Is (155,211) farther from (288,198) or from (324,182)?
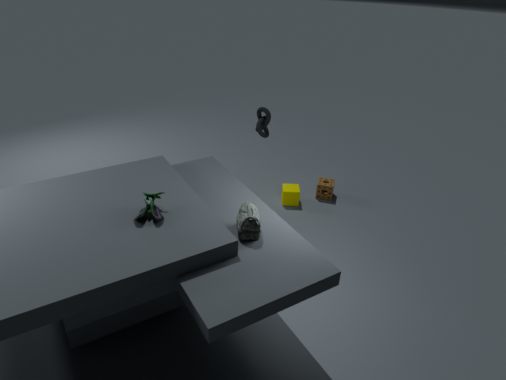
(324,182)
